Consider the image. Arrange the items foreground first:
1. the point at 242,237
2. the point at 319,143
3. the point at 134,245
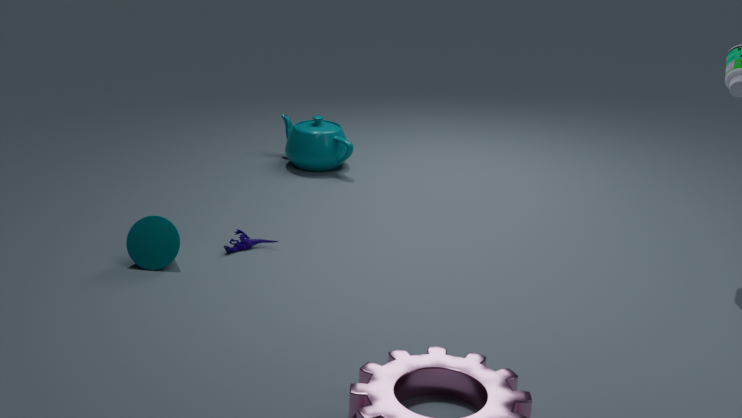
the point at 134,245, the point at 242,237, the point at 319,143
